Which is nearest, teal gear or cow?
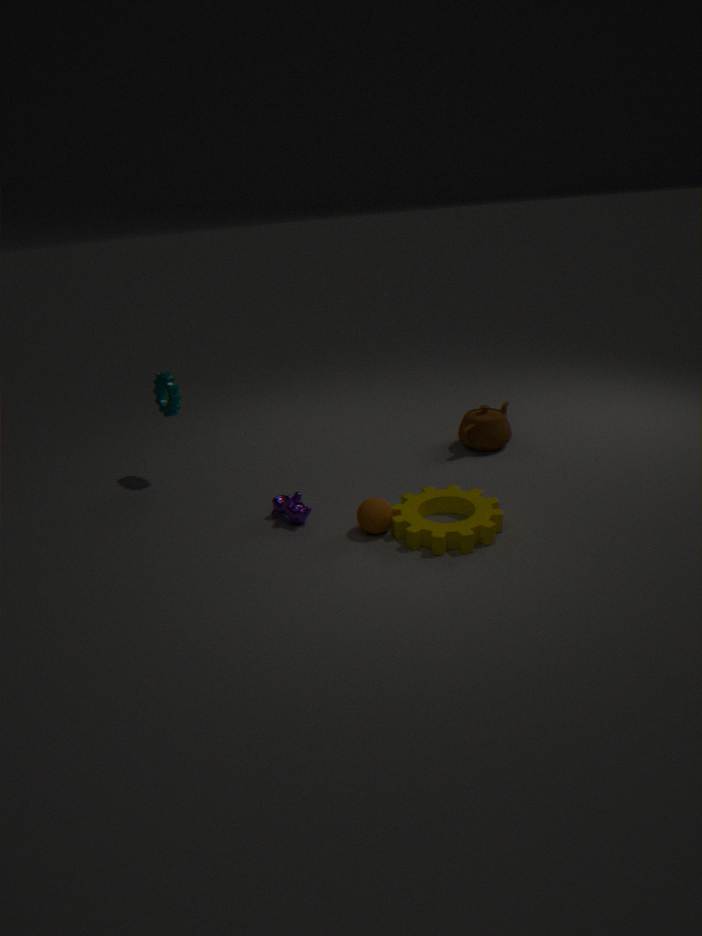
cow
